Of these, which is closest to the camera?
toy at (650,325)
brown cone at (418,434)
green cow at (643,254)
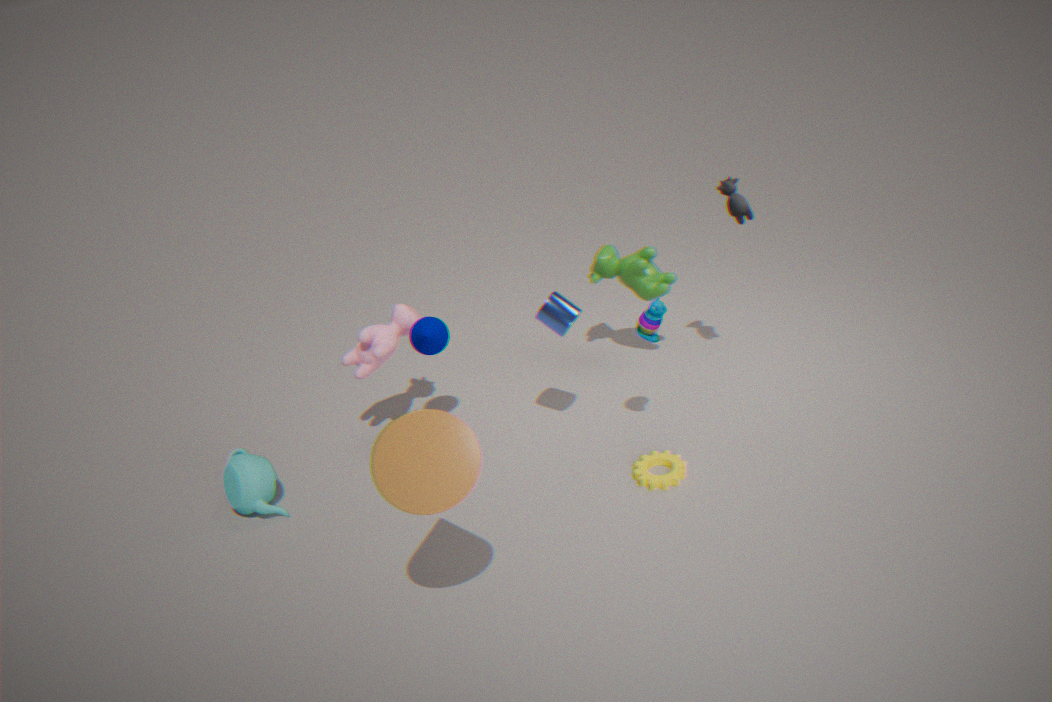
brown cone at (418,434)
